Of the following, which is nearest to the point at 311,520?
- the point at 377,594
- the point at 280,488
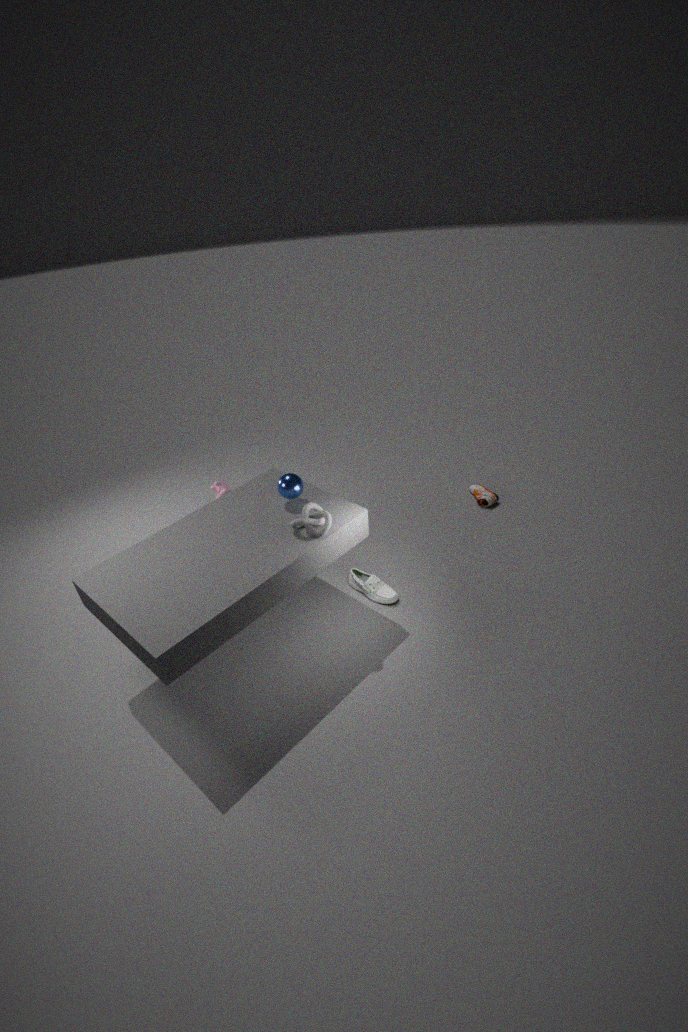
the point at 280,488
